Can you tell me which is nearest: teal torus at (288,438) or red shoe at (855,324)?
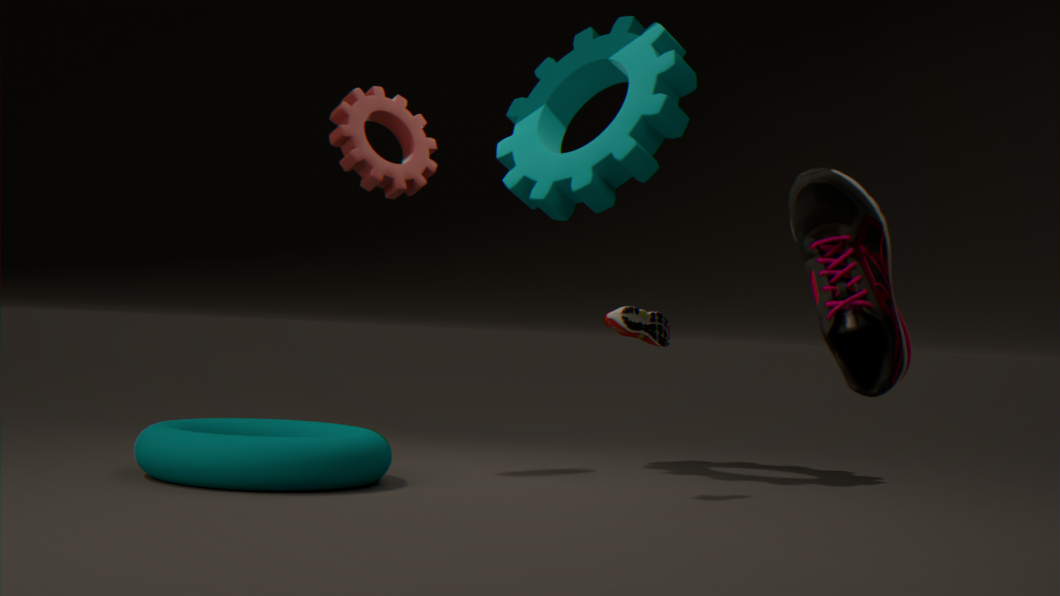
red shoe at (855,324)
